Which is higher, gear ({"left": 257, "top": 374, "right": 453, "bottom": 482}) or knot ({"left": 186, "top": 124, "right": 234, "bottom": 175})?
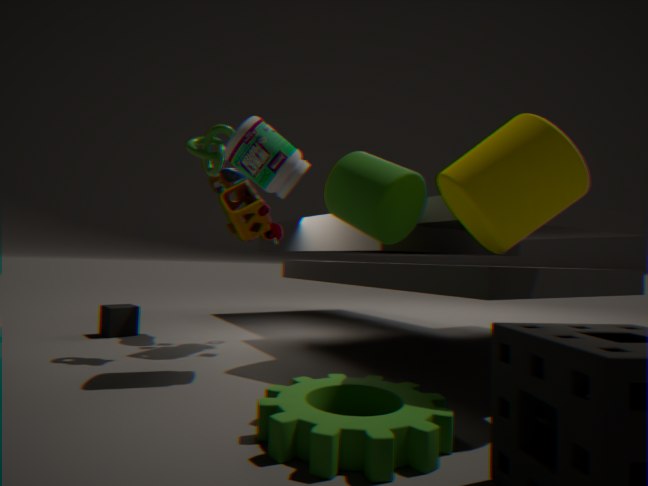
knot ({"left": 186, "top": 124, "right": 234, "bottom": 175})
